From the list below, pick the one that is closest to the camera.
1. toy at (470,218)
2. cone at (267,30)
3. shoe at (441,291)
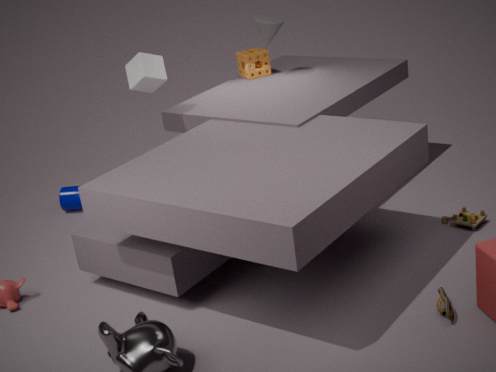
shoe at (441,291)
